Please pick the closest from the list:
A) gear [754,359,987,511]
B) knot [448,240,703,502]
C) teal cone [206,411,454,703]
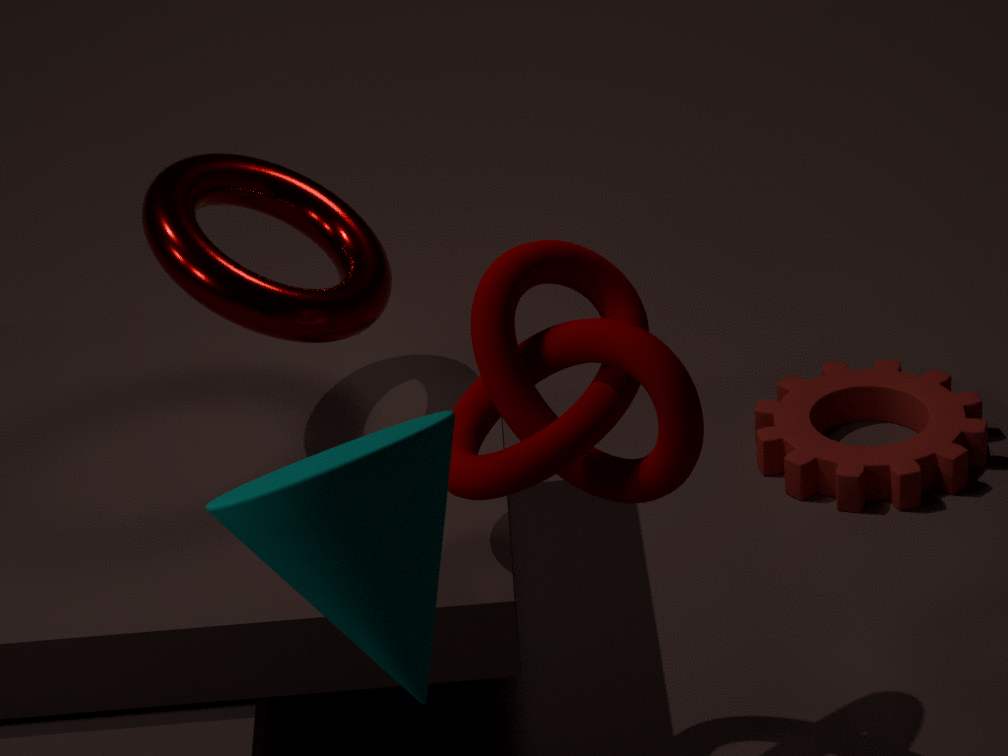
teal cone [206,411,454,703]
